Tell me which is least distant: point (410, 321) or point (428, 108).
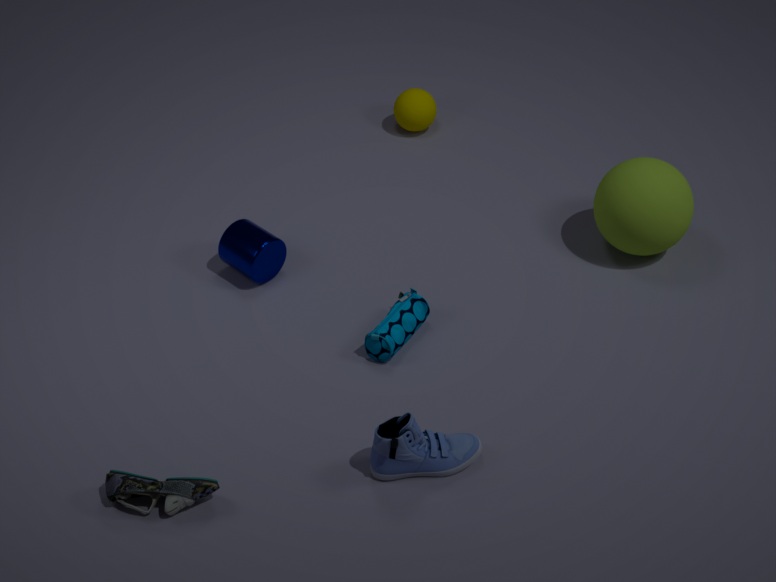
point (410, 321)
